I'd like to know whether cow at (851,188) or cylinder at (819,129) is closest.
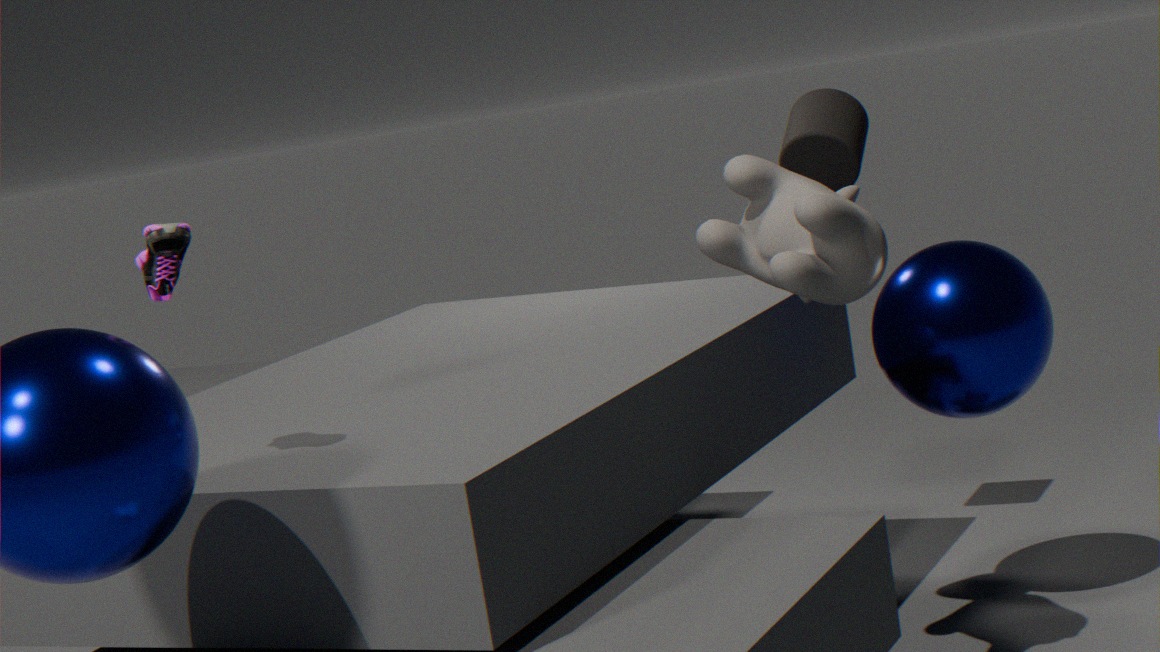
cow at (851,188)
